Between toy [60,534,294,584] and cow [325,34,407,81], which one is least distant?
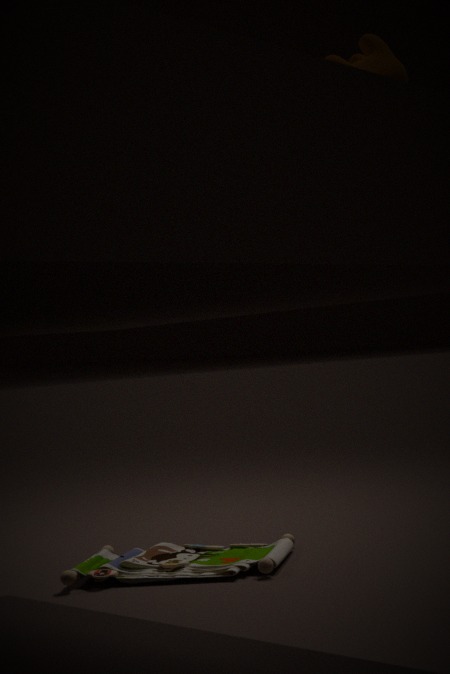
cow [325,34,407,81]
